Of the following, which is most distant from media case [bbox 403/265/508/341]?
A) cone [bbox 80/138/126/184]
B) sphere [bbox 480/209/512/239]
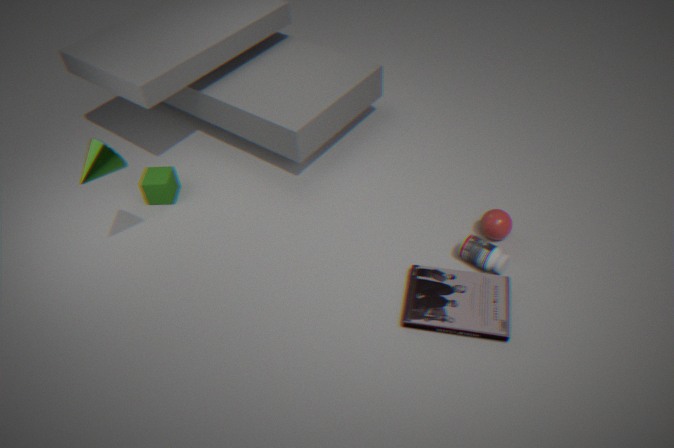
cone [bbox 80/138/126/184]
